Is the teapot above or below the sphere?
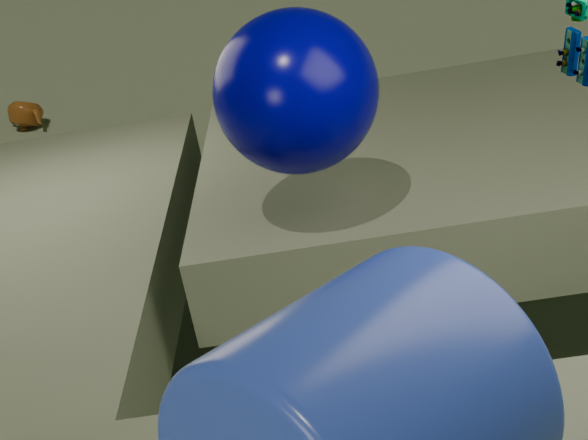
below
